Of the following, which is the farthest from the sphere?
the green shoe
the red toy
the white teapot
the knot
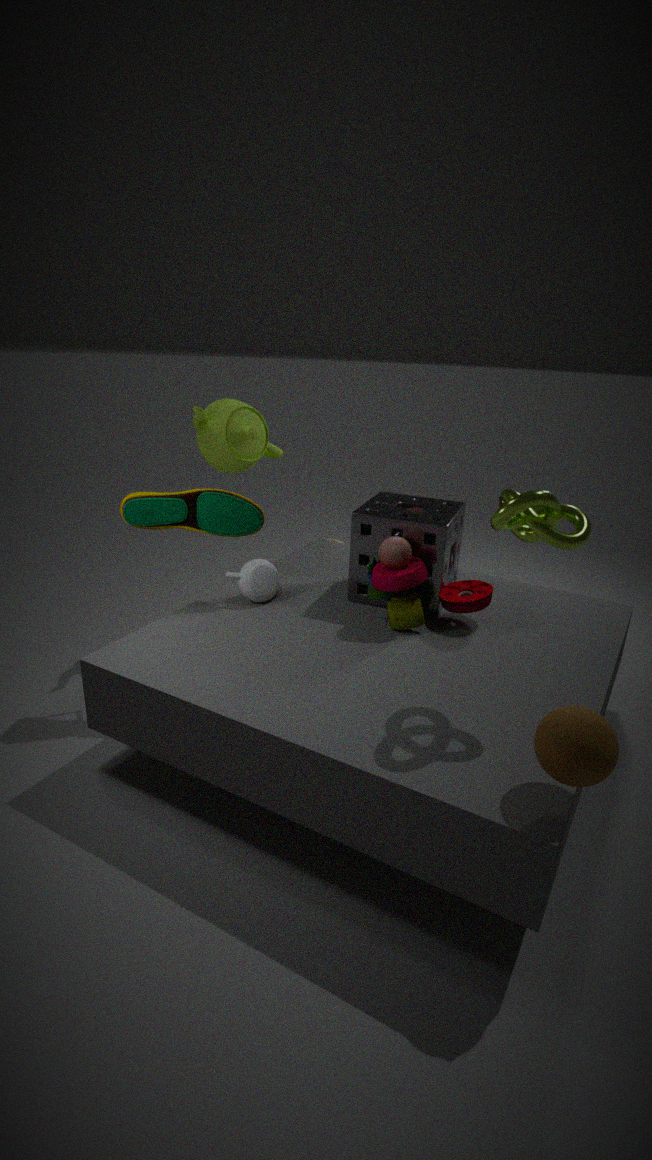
the green shoe
